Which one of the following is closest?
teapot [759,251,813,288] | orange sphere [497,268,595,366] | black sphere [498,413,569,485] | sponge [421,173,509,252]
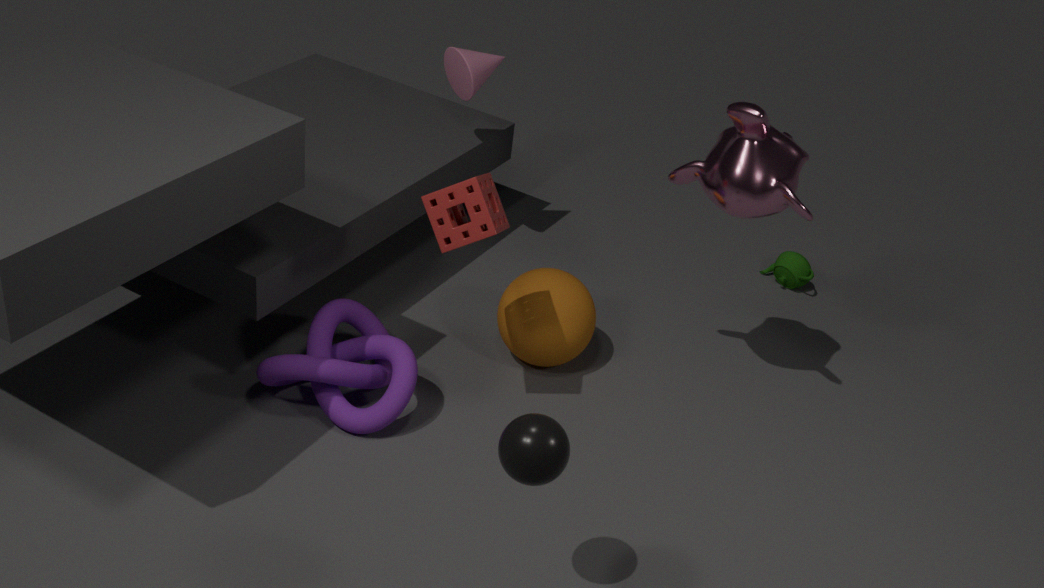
black sphere [498,413,569,485]
